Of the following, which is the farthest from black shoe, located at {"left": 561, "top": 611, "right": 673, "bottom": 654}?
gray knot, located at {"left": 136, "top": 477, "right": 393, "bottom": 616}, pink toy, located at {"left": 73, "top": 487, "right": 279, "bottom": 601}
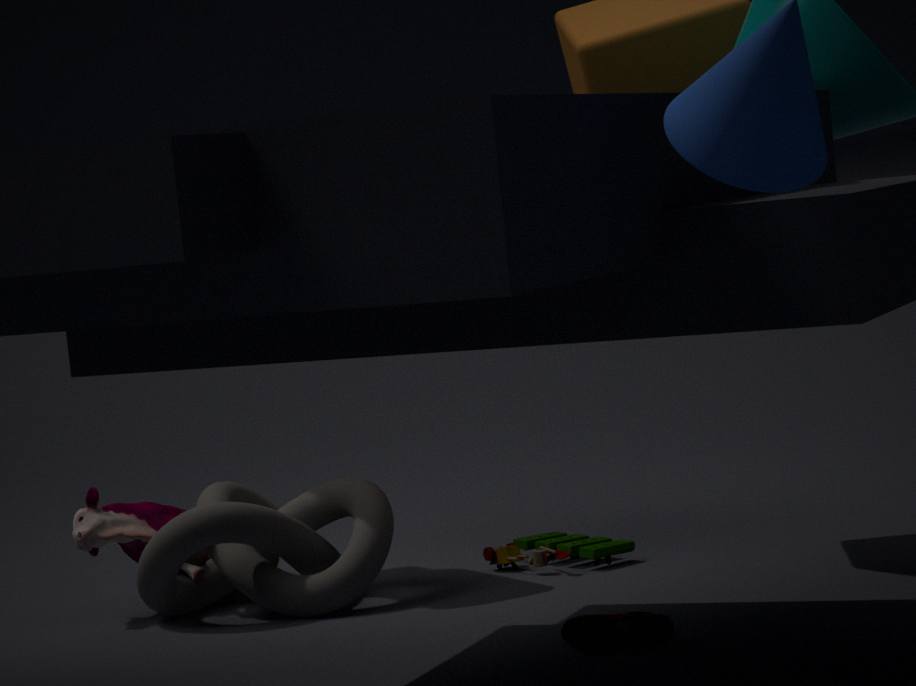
pink toy, located at {"left": 73, "top": 487, "right": 279, "bottom": 601}
